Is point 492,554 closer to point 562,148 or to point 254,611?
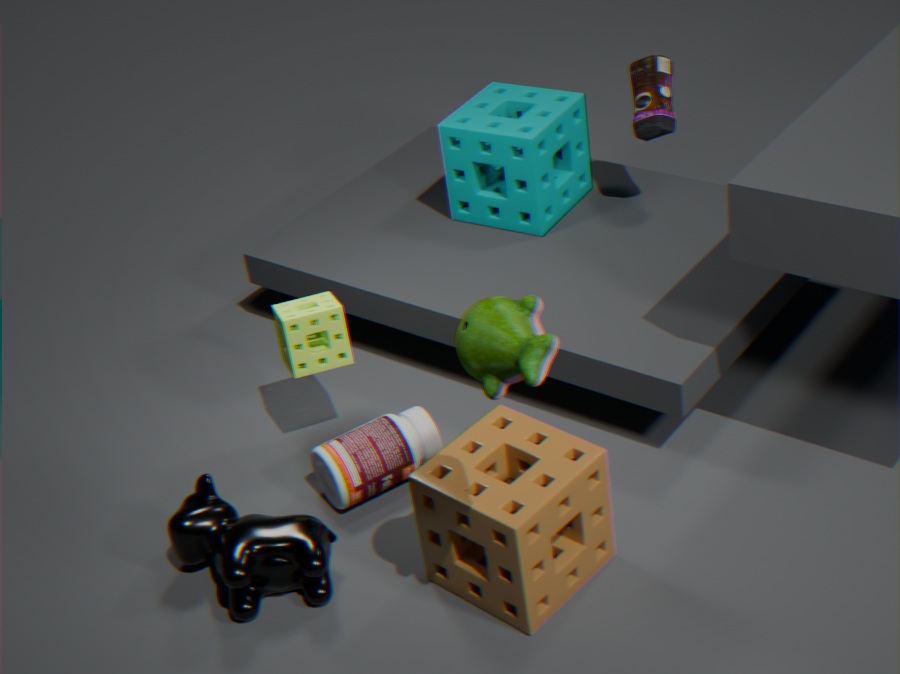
point 254,611
